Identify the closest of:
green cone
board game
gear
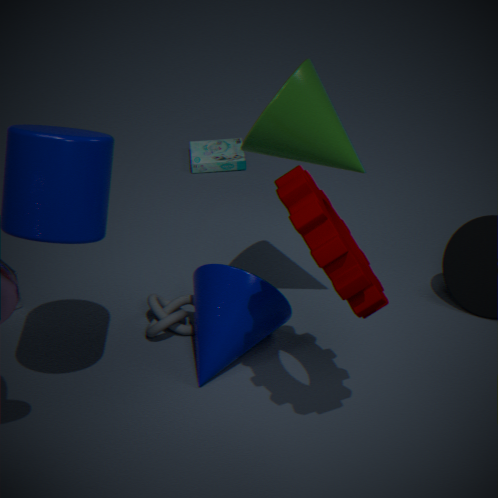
gear
